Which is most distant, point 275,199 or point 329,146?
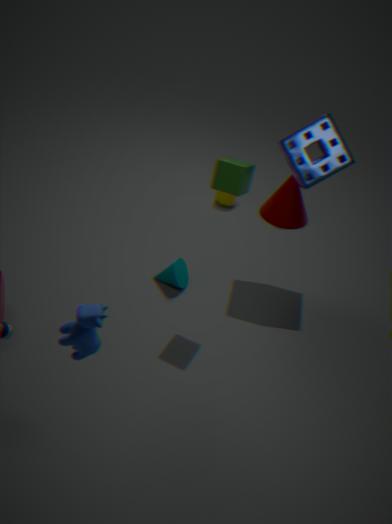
point 275,199
